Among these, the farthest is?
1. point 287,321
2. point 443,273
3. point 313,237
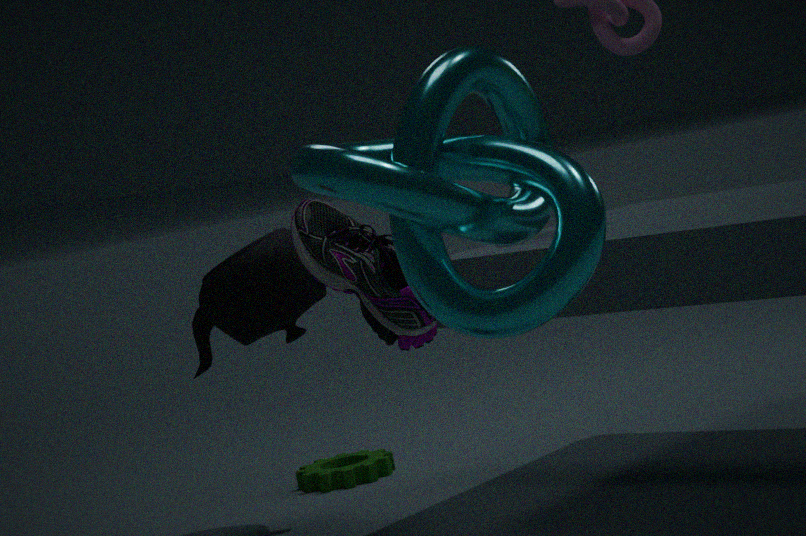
Result: point 287,321
